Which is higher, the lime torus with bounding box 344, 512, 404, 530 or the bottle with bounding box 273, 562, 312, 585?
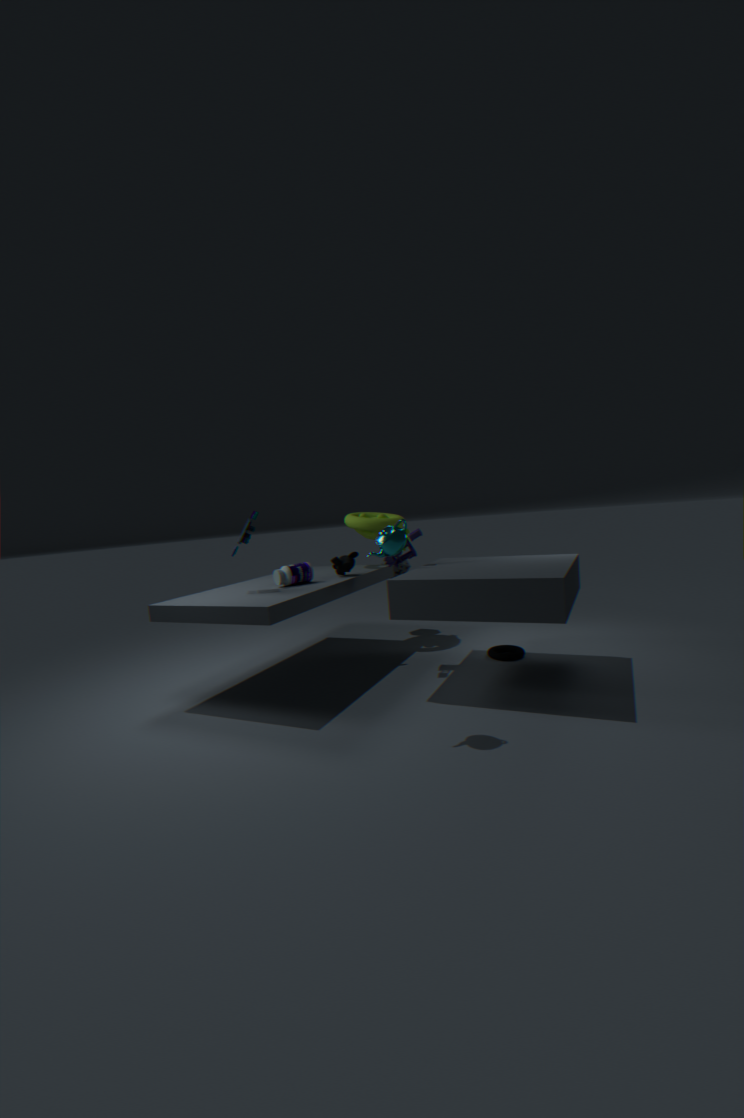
the lime torus with bounding box 344, 512, 404, 530
